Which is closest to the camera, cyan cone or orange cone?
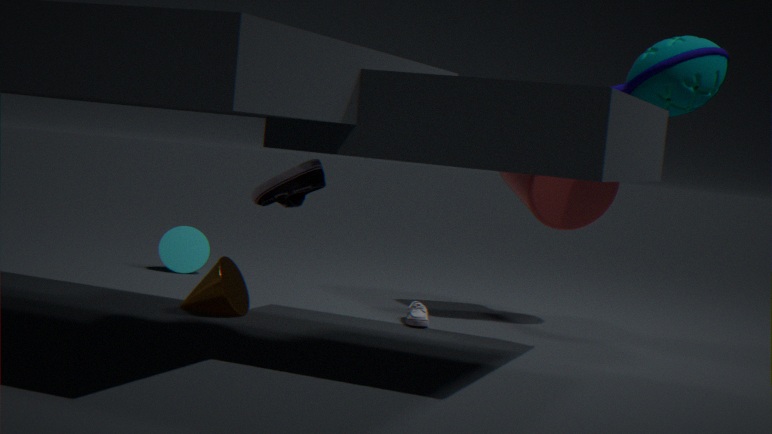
orange cone
